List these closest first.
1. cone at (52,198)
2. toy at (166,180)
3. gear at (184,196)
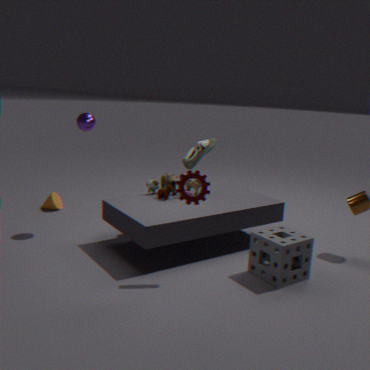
gear at (184,196)
toy at (166,180)
cone at (52,198)
